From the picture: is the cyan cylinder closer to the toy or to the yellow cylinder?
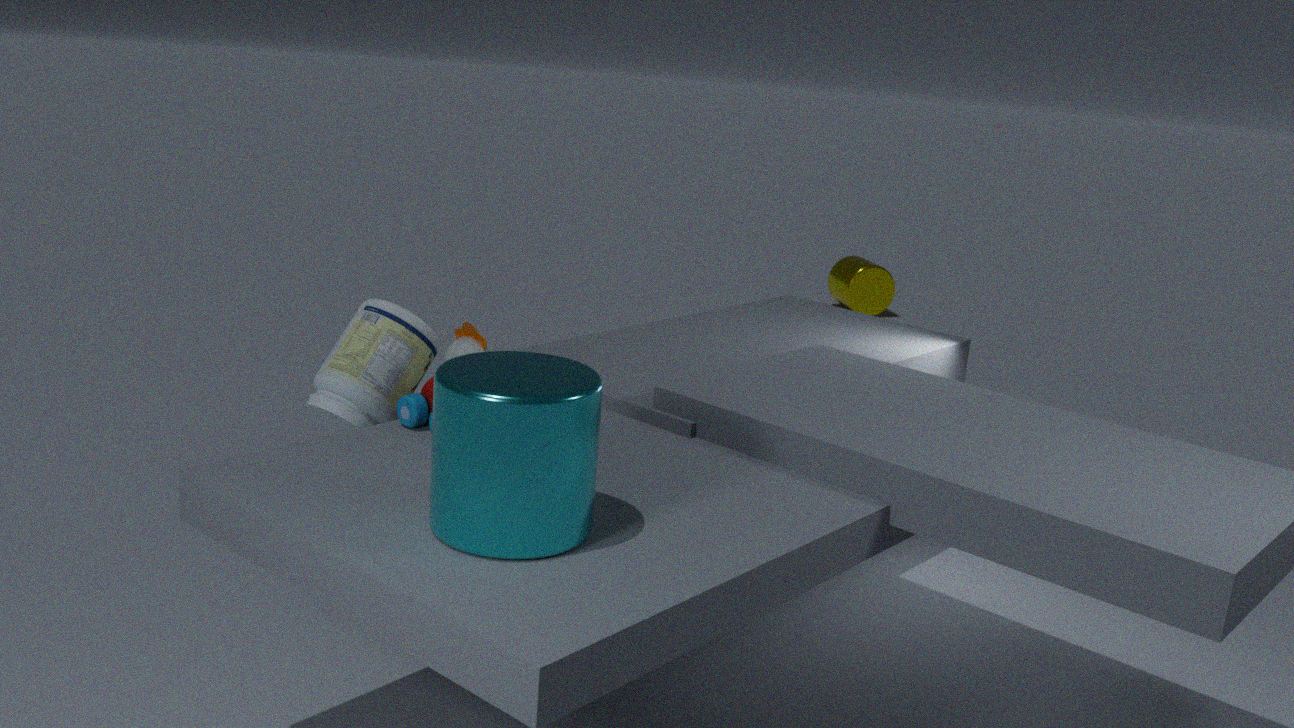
the toy
